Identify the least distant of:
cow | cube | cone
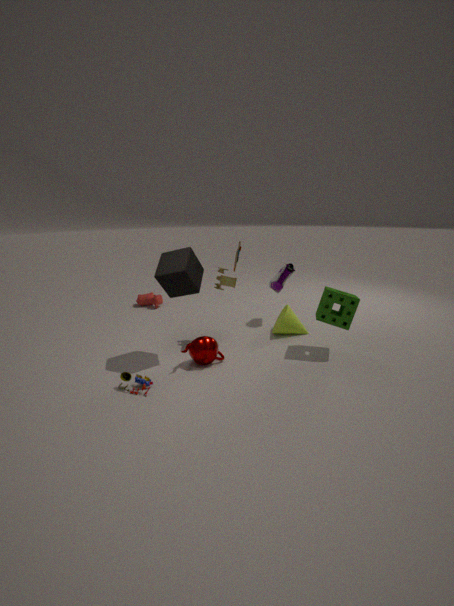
cube
